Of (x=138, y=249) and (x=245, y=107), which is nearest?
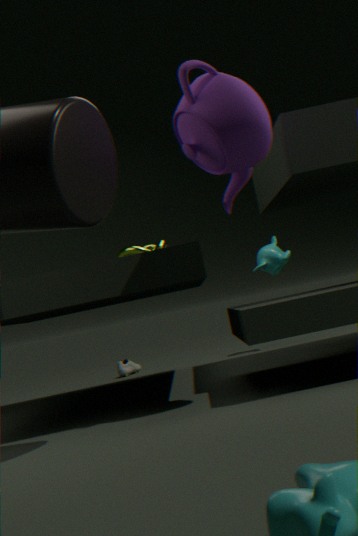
(x=245, y=107)
